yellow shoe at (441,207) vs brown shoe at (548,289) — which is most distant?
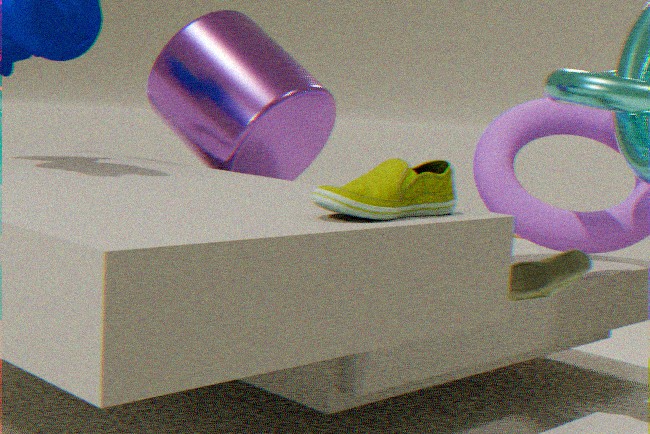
brown shoe at (548,289)
